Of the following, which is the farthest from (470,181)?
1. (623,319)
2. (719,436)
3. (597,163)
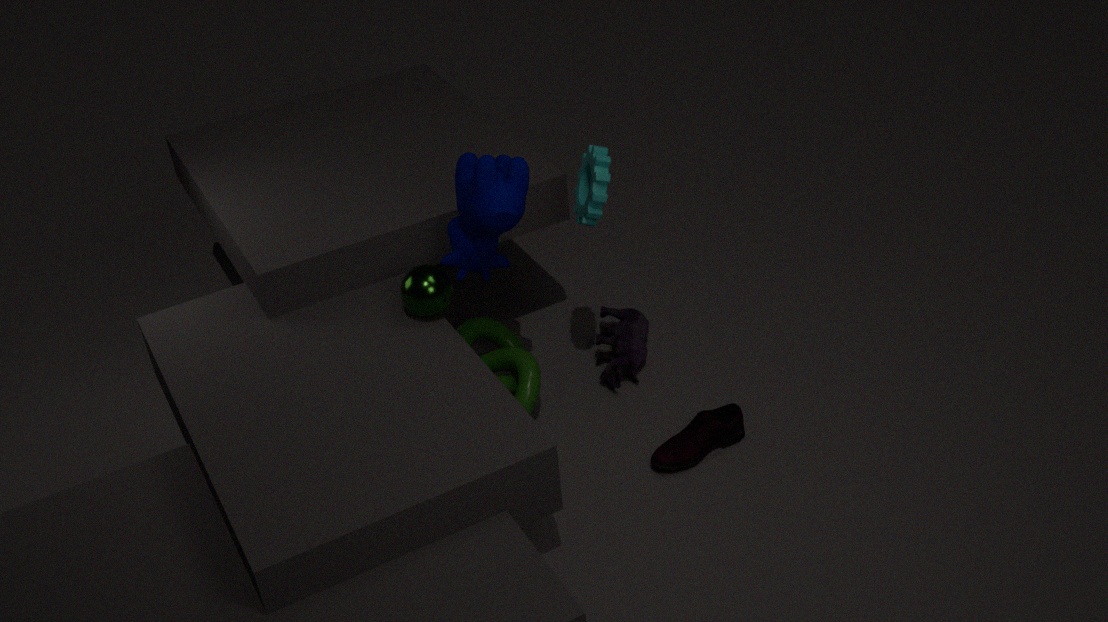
(719,436)
